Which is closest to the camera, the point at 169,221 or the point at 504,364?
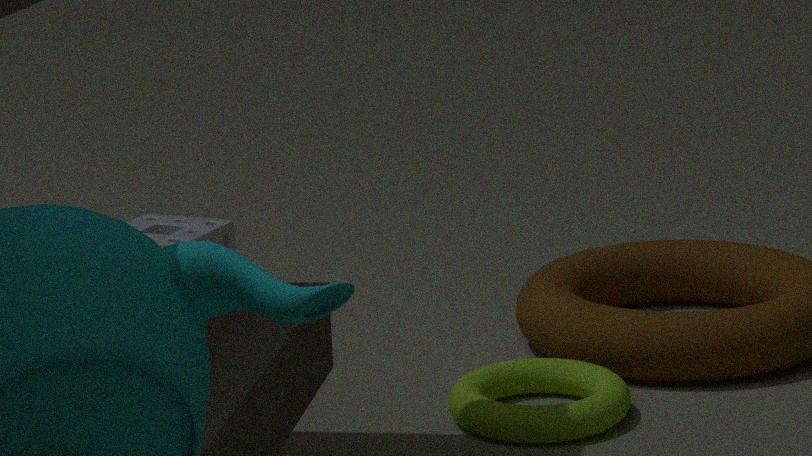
the point at 504,364
